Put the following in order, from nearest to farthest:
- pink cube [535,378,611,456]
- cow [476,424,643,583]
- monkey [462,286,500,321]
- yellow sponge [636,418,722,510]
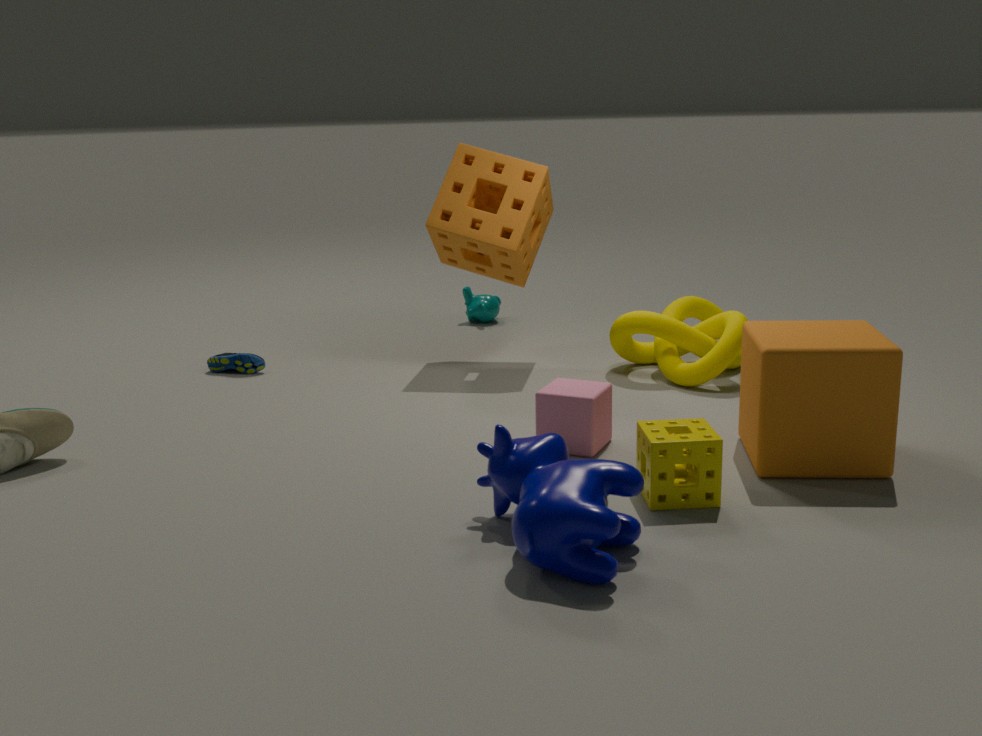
1. cow [476,424,643,583]
2. yellow sponge [636,418,722,510]
3. pink cube [535,378,611,456]
4. monkey [462,286,500,321]
